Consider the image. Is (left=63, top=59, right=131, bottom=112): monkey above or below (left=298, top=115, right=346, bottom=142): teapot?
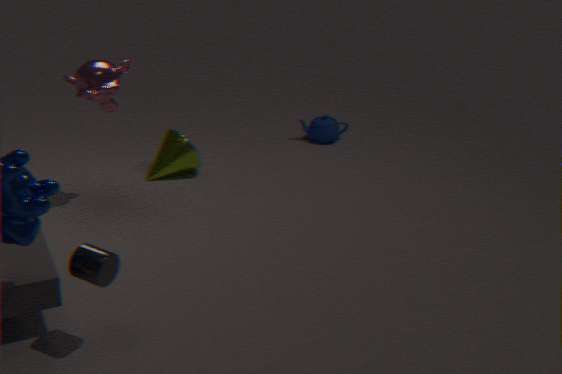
above
